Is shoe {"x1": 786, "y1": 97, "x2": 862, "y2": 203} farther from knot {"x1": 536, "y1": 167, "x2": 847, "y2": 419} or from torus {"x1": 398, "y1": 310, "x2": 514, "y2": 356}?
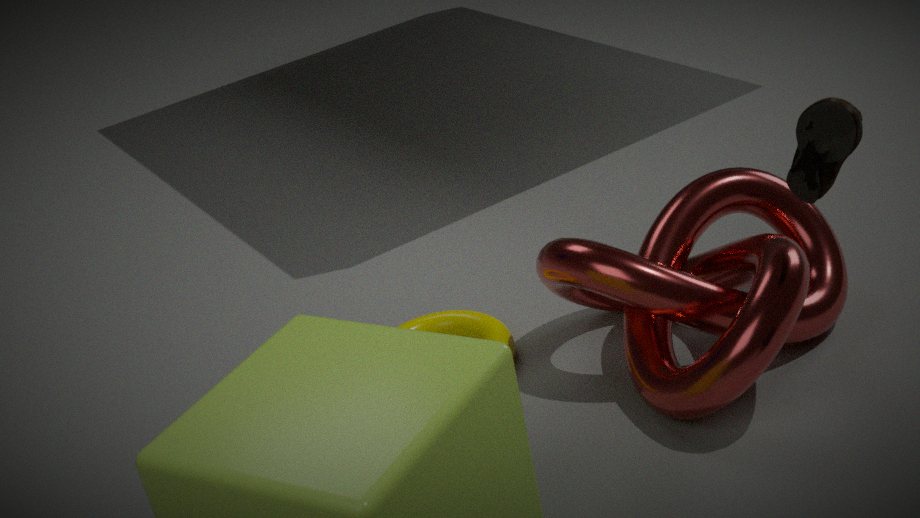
torus {"x1": 398, "y1": 310, "x2": 514, "y2": 356}
